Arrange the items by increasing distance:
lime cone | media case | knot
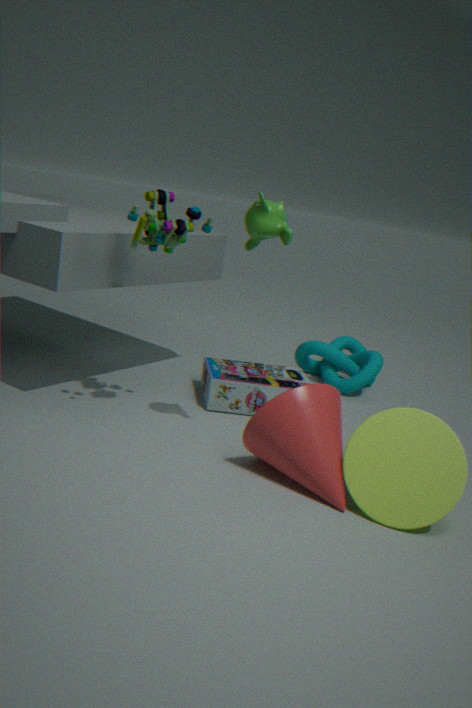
lime cone < media case < knot
